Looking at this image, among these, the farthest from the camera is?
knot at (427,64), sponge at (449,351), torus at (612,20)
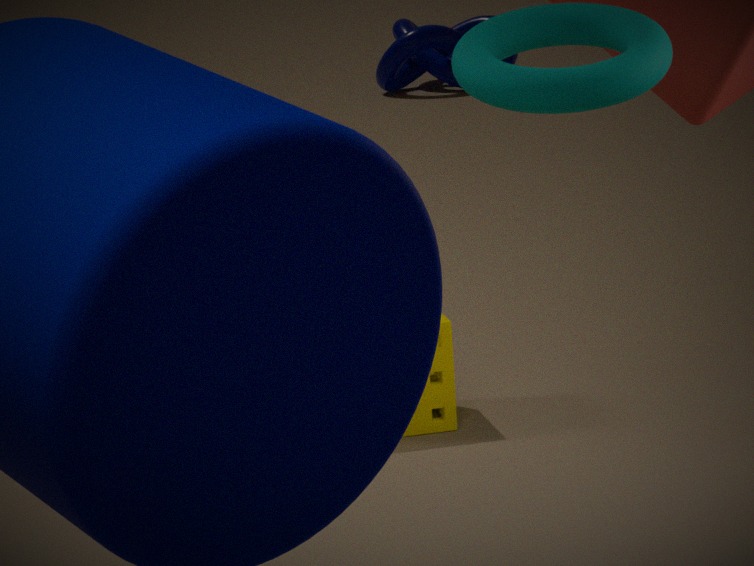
knot at (427,64)
